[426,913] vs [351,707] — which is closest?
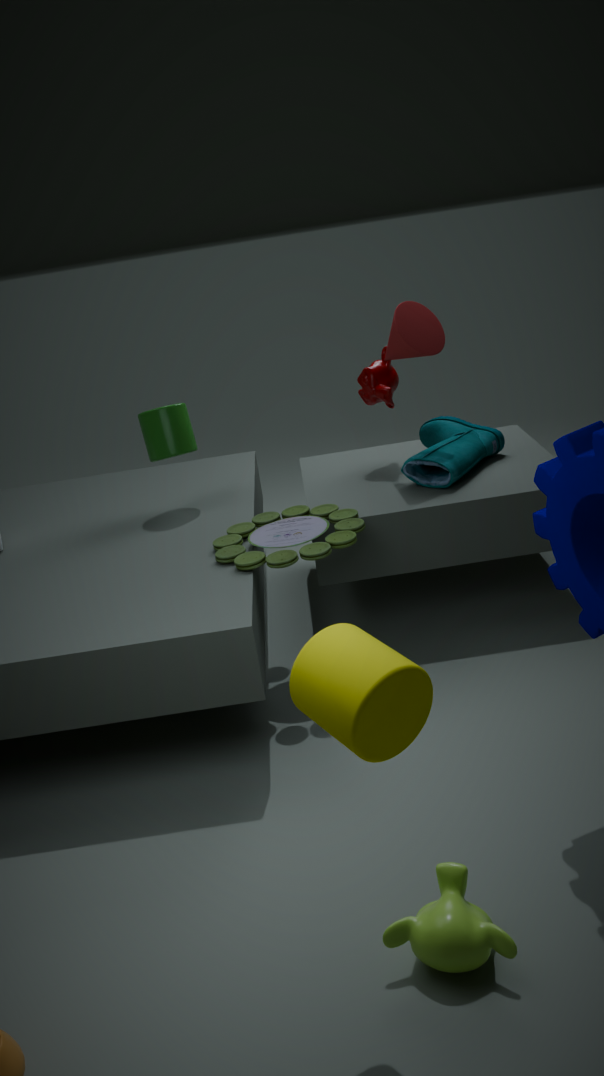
[351,707]
